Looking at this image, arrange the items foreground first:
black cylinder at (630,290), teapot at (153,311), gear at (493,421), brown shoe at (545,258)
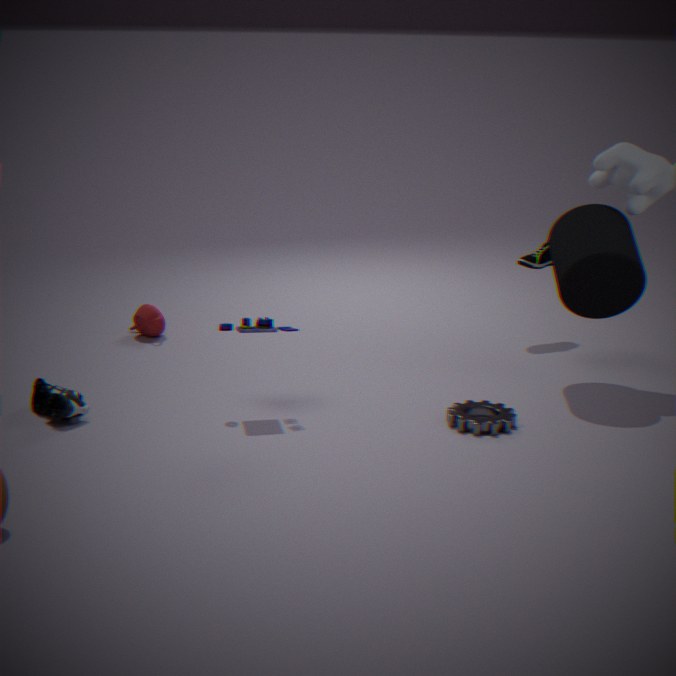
gear at (493,421) < black cylinder at (630,290) < brown shoe at (545,258) < teapot at (153,311)
